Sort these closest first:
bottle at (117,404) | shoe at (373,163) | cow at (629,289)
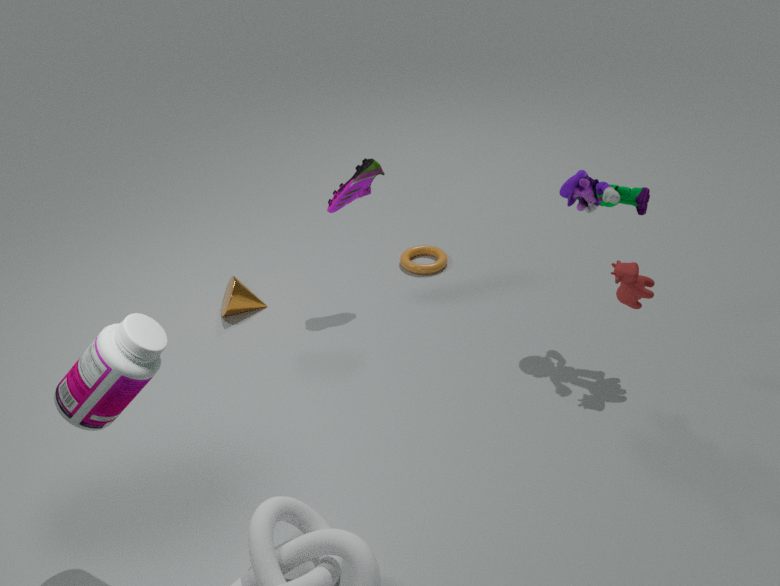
1. bottle at (117,404)
2. cow at (629,289)
3. shoe at (373,163)
